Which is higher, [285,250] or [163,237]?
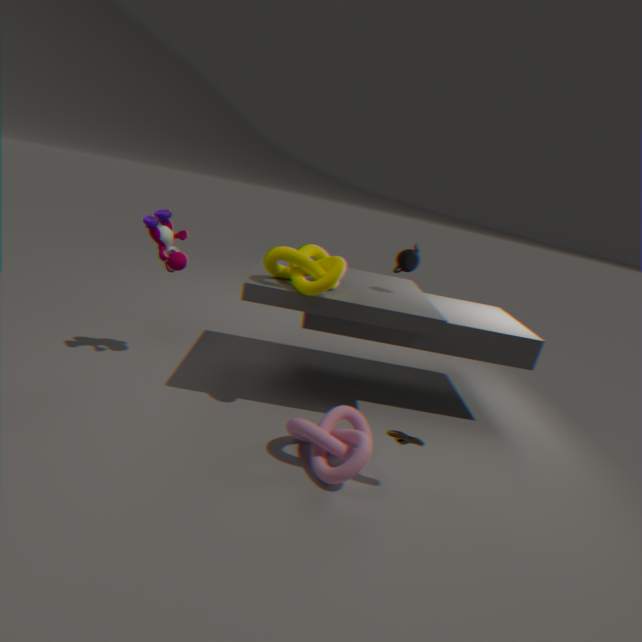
[285,250]
